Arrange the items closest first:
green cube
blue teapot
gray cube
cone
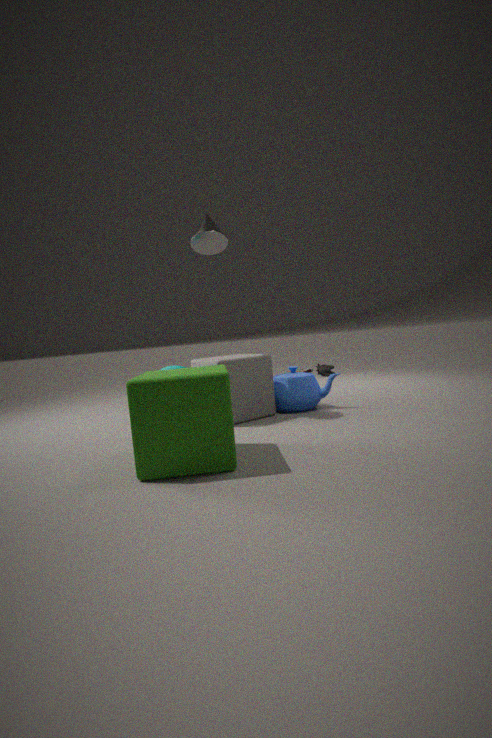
1. green cube
2. gray cube
3. cone
4. blue teapot
